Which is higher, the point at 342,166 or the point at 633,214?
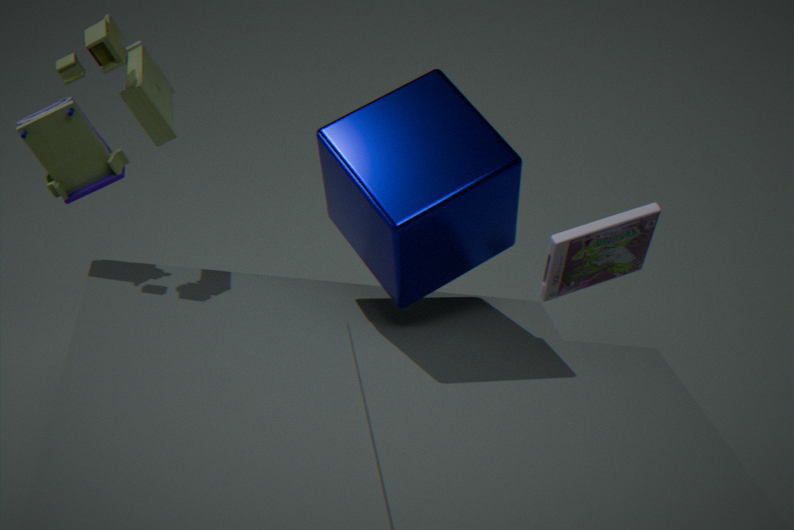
the point at 342,166
